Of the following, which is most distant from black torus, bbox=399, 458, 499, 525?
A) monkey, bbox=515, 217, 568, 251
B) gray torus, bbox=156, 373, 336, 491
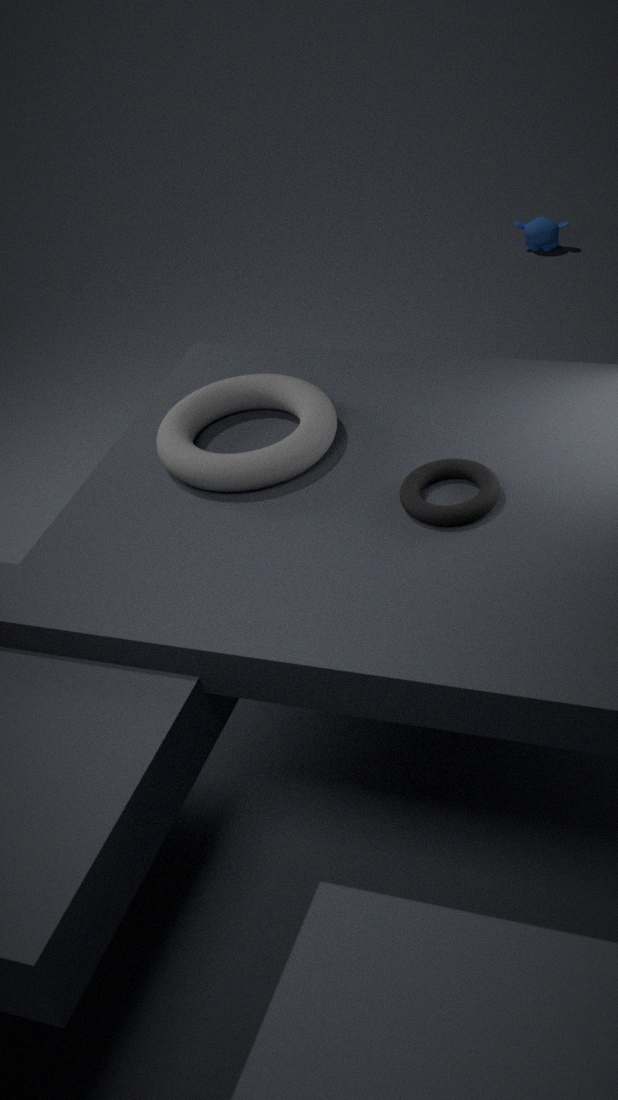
monkey, bbox=515, 217, 568, 251
